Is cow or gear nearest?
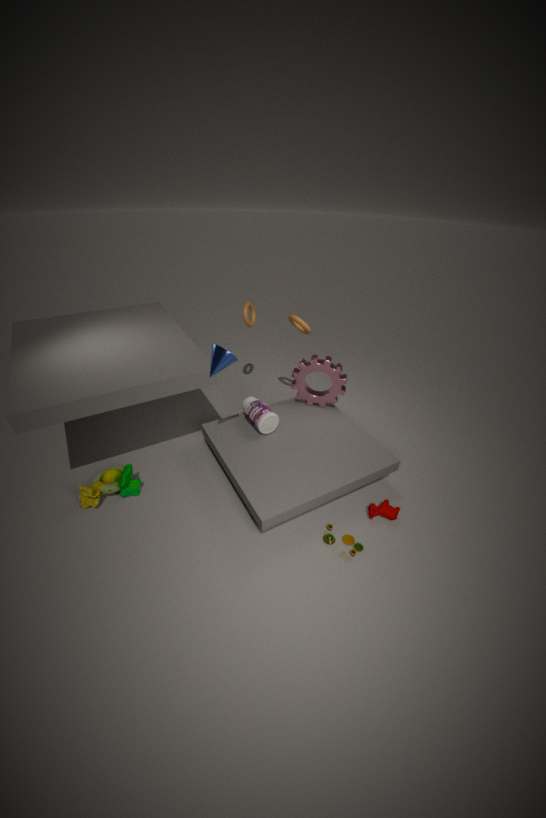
cow
